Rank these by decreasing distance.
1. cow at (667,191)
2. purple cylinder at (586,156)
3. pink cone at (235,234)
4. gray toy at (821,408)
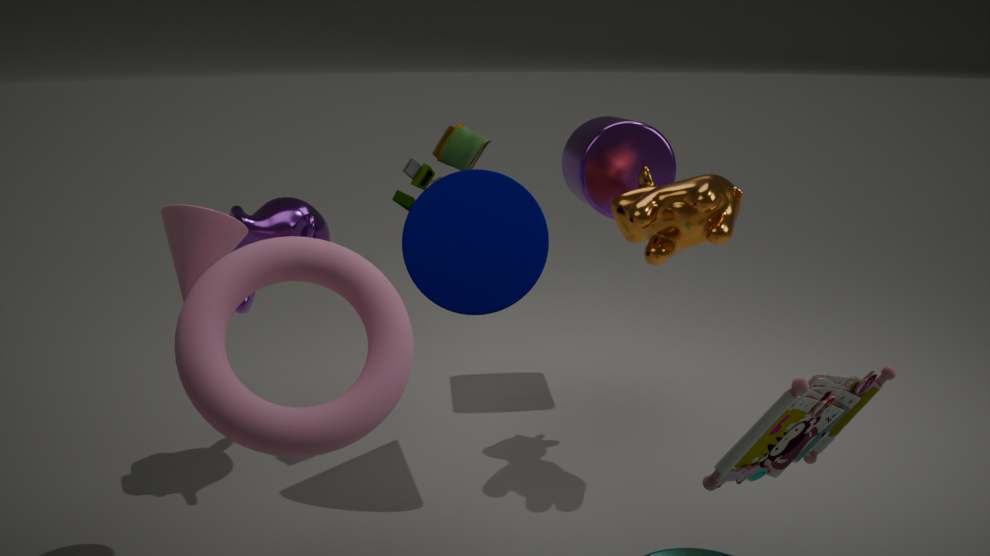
purple cylinder at (586,156) < cow at (667,191) < pink cone at (235,234) < gray toy at (821,408)
